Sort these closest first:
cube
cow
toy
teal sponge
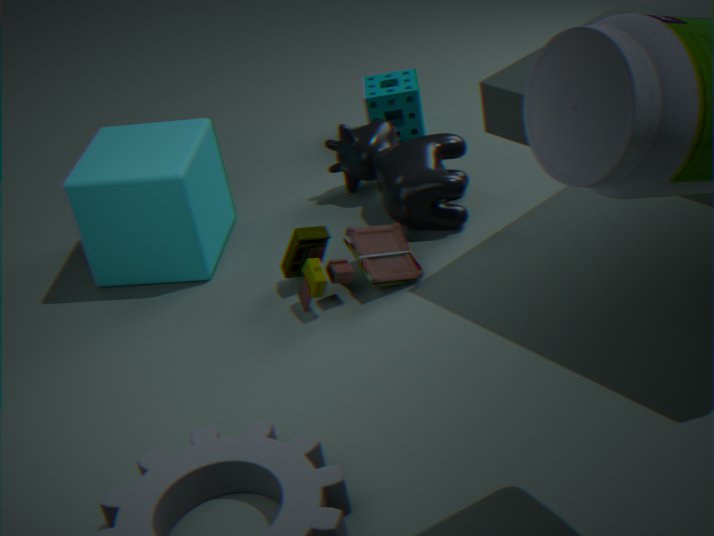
toy < cube < cow < teal sponge
